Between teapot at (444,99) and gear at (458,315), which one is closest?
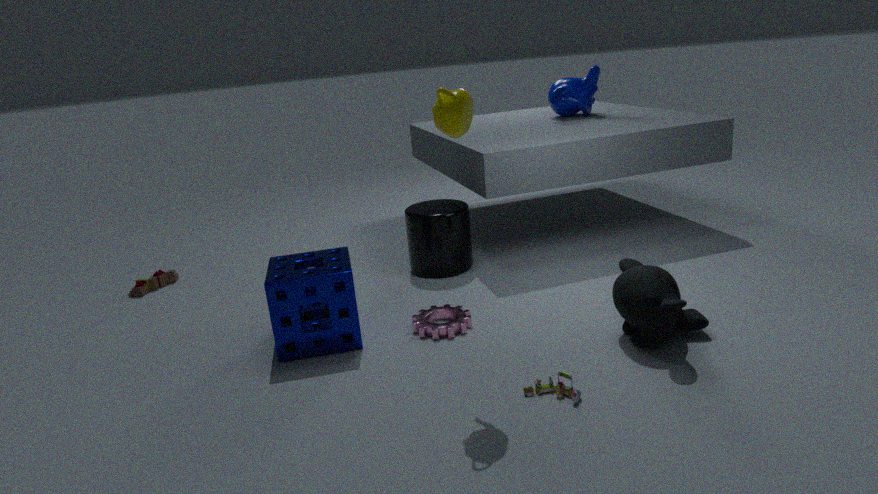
teapot at (444,99)
